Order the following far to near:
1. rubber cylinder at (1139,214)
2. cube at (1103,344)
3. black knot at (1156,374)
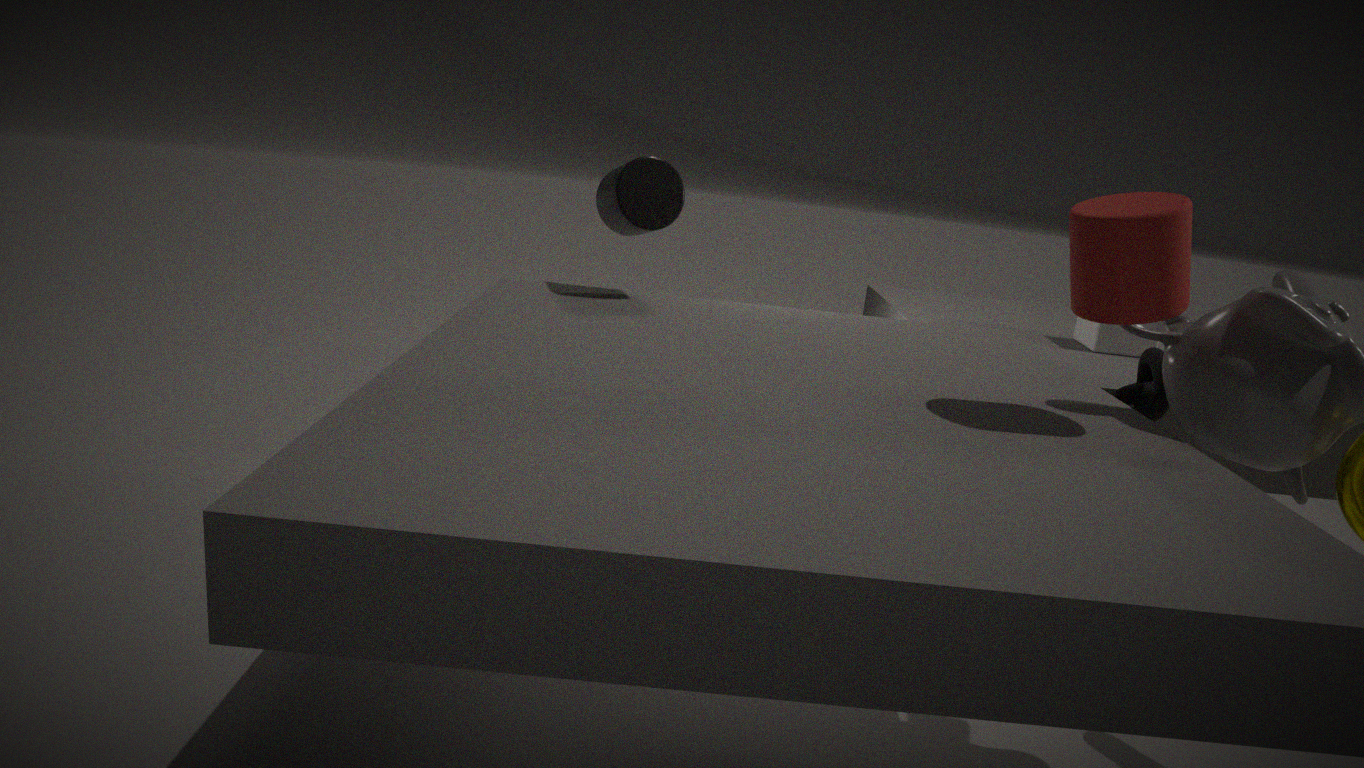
1. cube at (1103,344)
2. black knot at (1156,374)
3. rubber cylinder at (1139,214)
